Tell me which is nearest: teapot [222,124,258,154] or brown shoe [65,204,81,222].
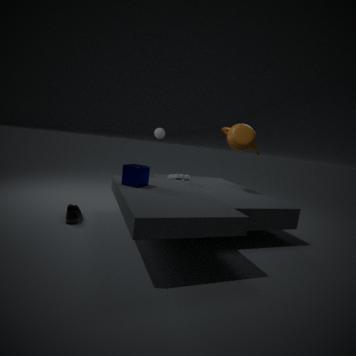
brown shoe [65,204,81,222]
